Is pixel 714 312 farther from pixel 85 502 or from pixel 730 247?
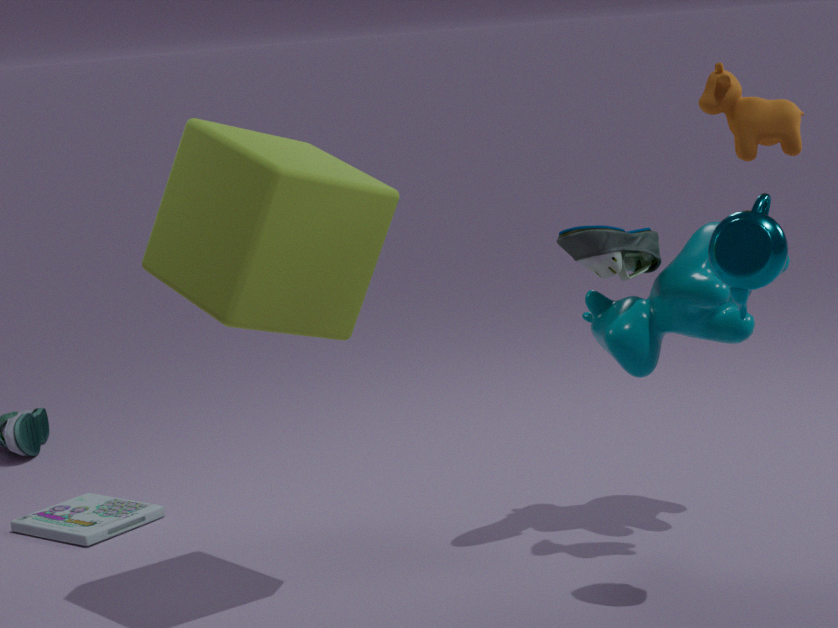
pixel 85 502
